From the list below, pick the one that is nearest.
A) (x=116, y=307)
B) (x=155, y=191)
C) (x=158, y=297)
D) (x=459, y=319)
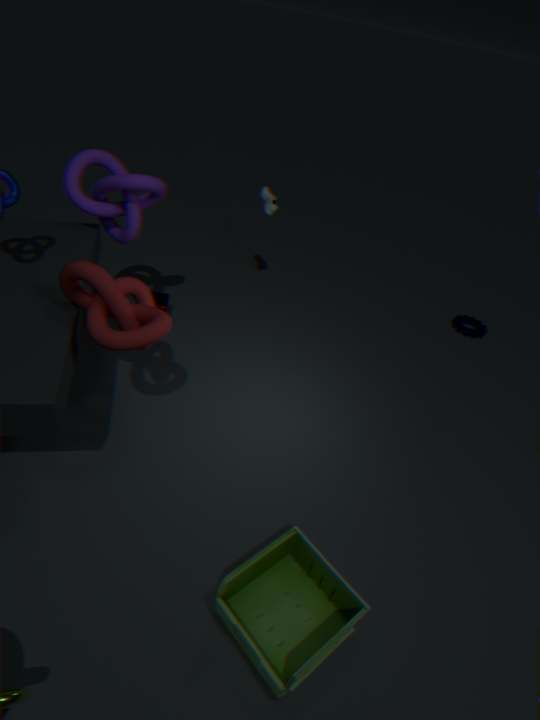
(x=116, y=307)
